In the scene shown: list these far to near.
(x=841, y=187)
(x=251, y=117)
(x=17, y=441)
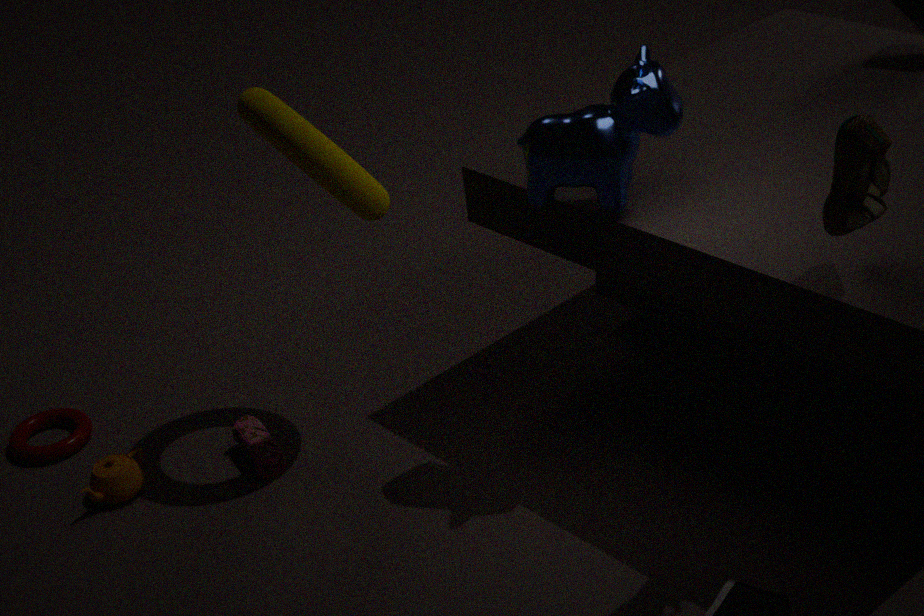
1. (x=17, y=441)
2. (x=251, y=117)
3. (x=841, y=187)
